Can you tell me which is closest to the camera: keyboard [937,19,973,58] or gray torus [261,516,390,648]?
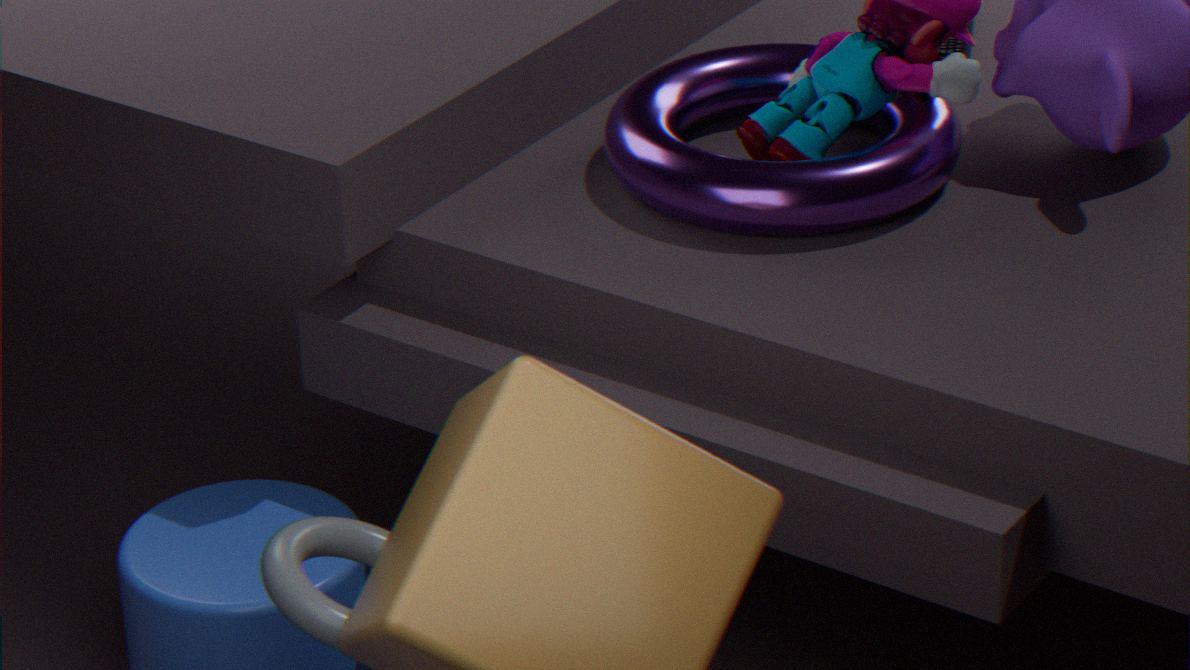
gray torus [261,516,390,648]
